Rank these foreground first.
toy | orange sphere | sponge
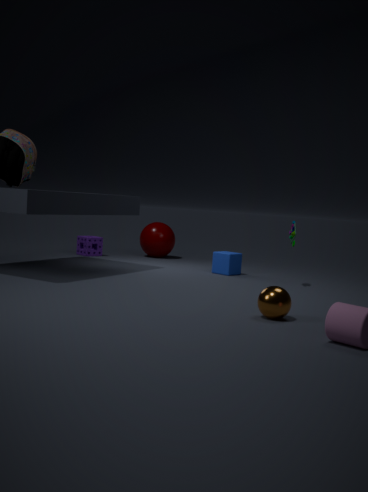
orange sphere → toy → sponge
